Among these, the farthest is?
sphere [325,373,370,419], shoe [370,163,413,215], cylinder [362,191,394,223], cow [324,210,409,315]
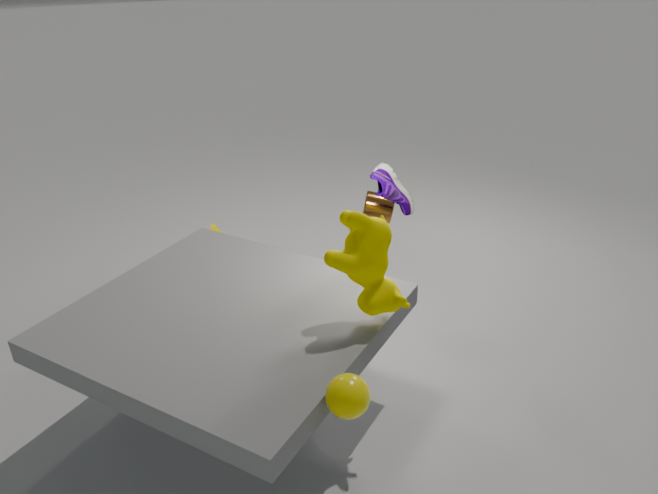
cylinder [362,191,394,223]
